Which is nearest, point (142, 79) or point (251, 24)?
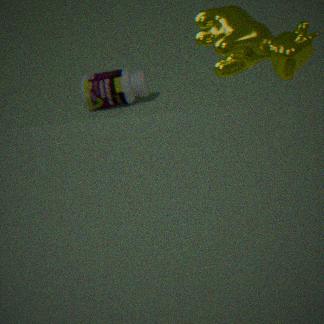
point (251, 24)
